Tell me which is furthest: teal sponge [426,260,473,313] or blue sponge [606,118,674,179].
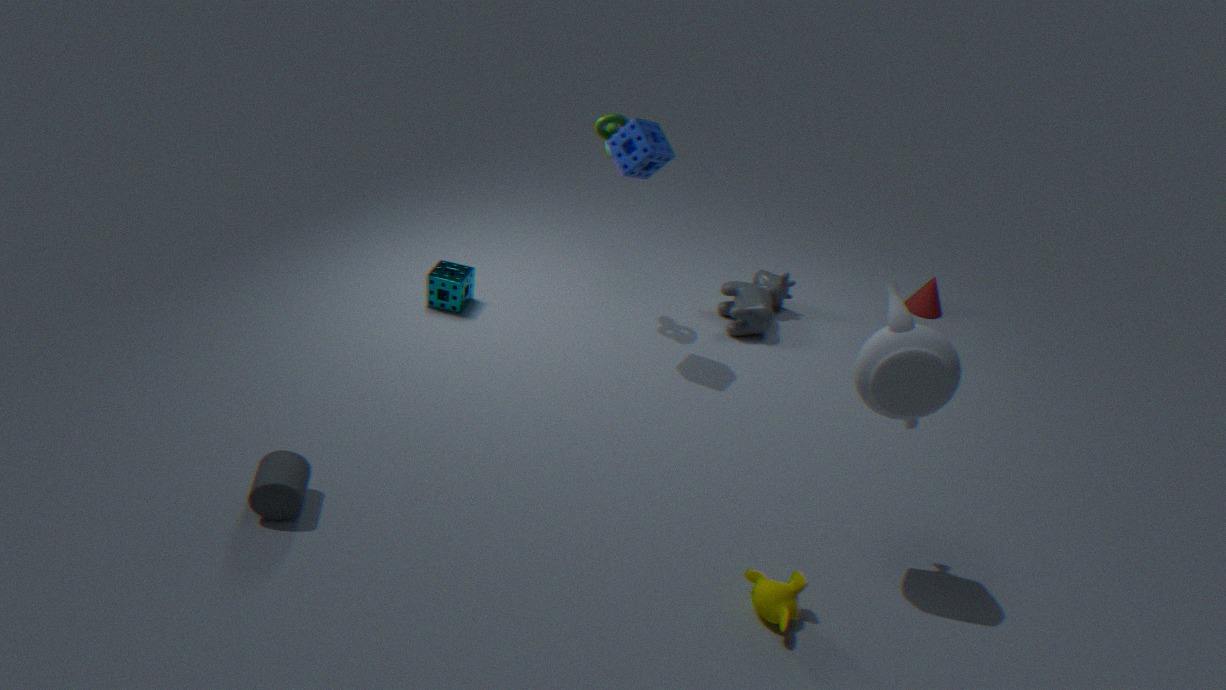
teal sponge [426,260,473,313]
